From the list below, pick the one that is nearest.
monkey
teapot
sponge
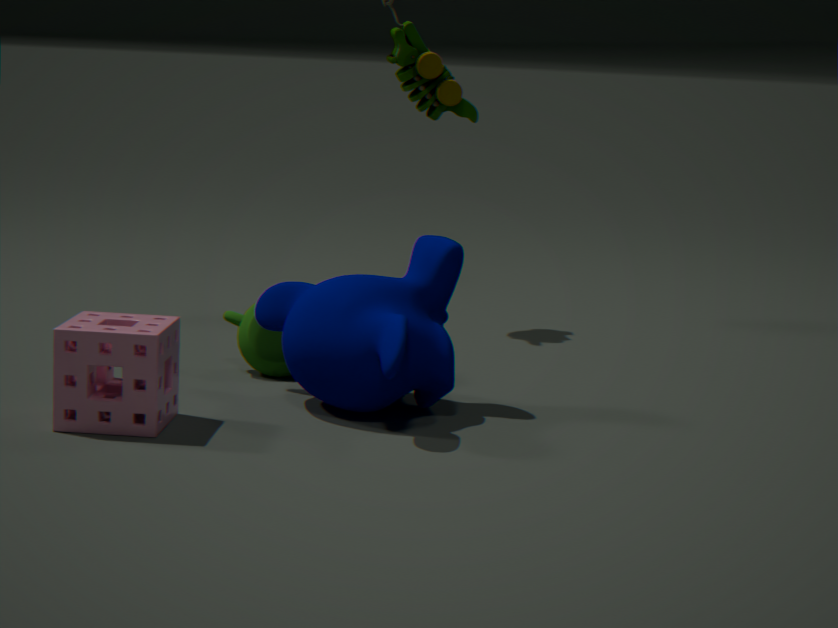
sponge
